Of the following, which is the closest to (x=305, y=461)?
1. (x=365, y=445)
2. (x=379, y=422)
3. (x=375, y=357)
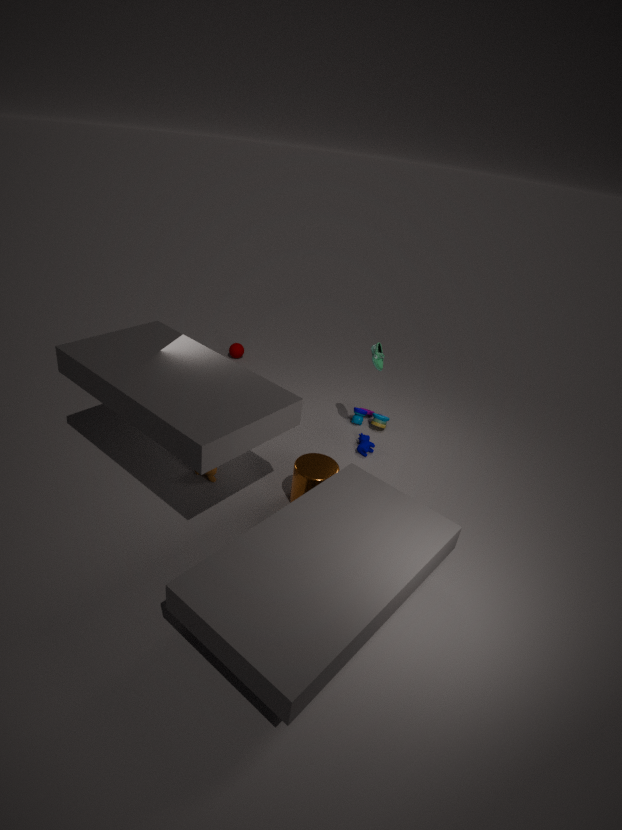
(x=365, y=445)
